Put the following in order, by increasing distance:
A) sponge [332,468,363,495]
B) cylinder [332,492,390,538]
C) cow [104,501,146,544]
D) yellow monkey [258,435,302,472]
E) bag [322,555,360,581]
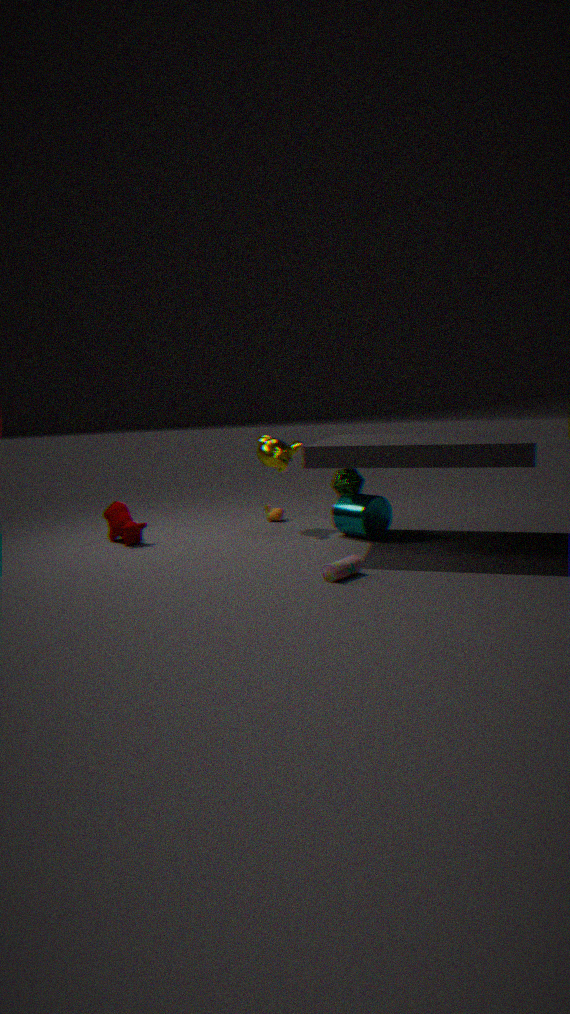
bag [322,555,360,581] < cylinder [332,492,390,538] < cow [104,501,146,544] < sponge [332,468,363,495] < yellow monkey [258,435,302,472]
